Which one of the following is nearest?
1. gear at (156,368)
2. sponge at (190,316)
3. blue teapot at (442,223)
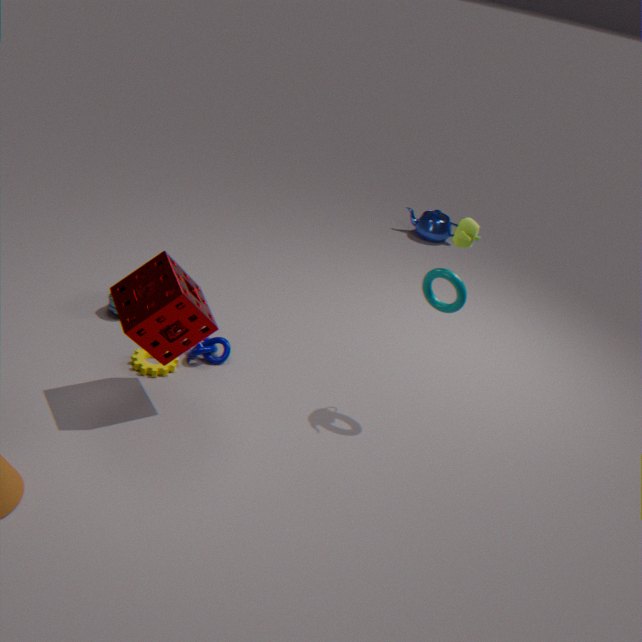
sponge at (190,316)
